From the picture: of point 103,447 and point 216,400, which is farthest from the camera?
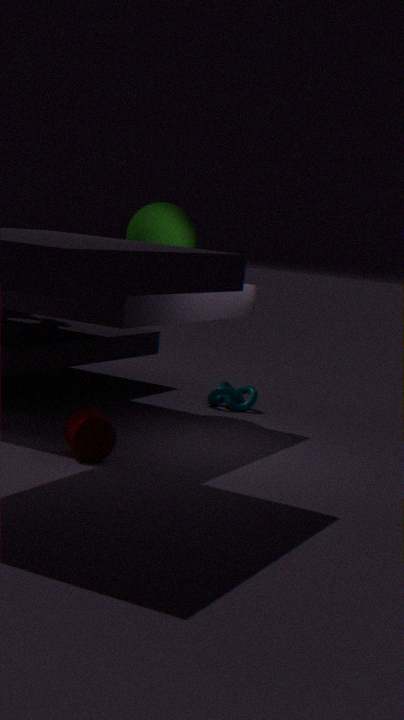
point 216,400
